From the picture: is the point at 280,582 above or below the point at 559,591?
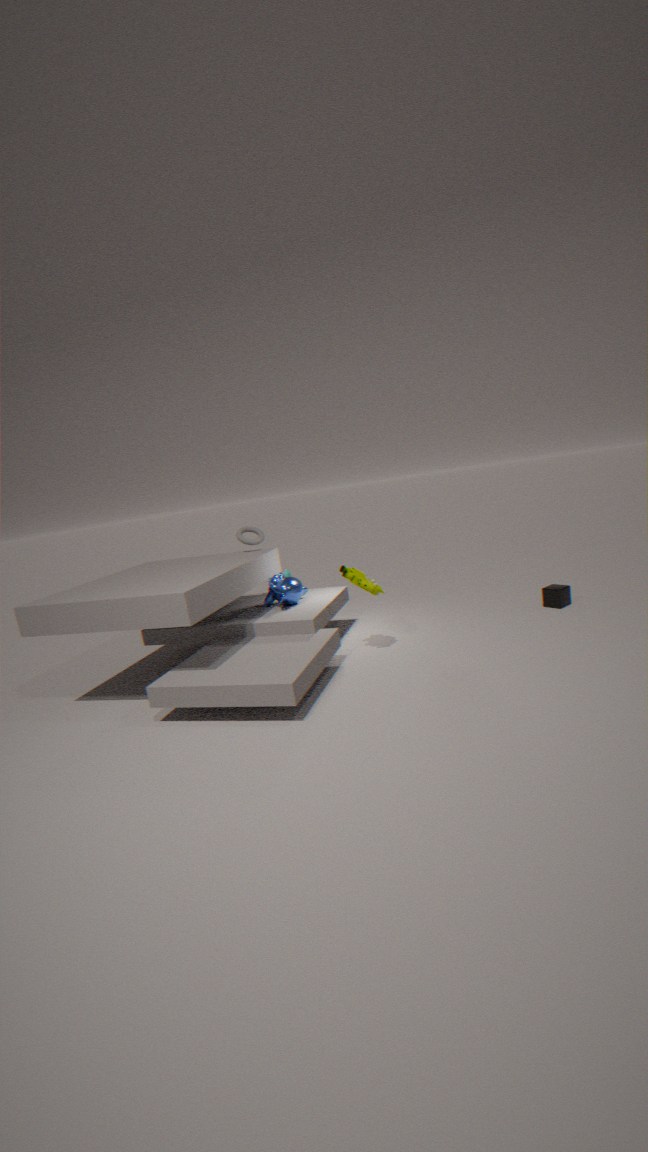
above
